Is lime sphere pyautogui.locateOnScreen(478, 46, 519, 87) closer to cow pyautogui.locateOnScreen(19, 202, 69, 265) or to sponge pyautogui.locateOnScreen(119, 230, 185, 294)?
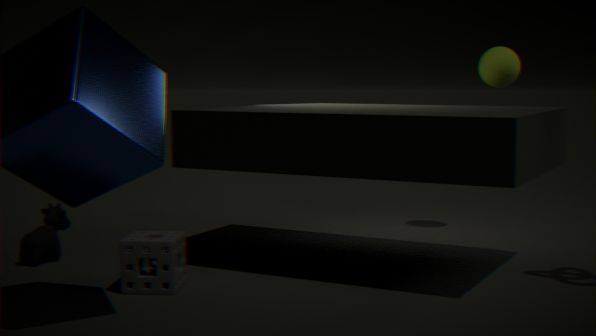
sponge pyautogui.locateOnScreen(119, 230, 185, 294)
